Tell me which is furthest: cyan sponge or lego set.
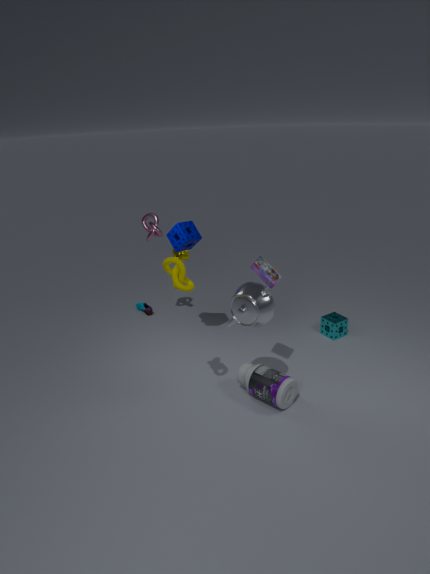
cyan sponge
